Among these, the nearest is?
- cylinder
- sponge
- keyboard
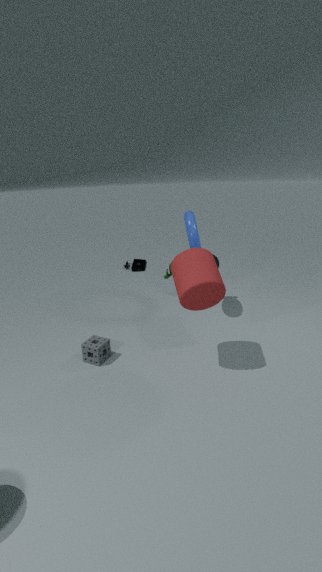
cylinder
